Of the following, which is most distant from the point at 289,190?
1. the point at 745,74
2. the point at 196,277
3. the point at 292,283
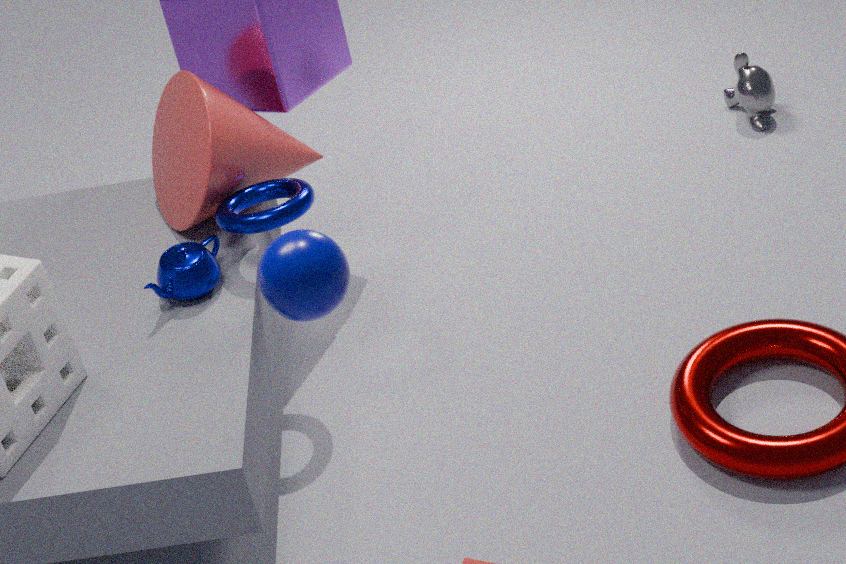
the point at 745,74
